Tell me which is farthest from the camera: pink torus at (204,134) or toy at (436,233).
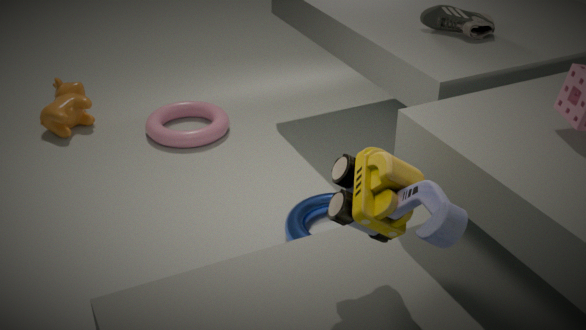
pink torus at (204,134)
